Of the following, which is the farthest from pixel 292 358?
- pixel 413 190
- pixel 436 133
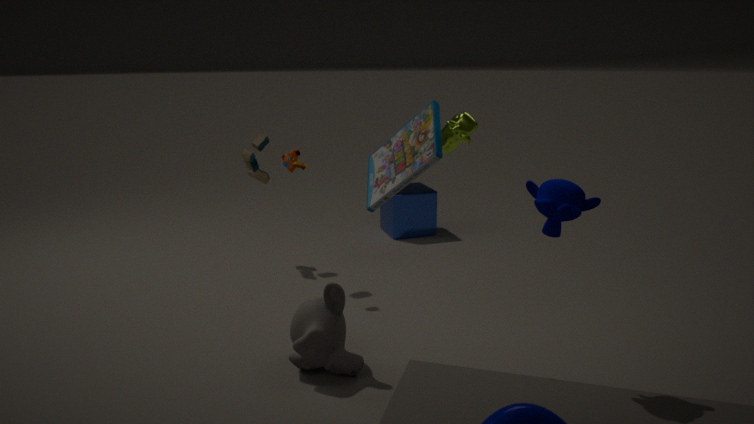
pixel 413 190
